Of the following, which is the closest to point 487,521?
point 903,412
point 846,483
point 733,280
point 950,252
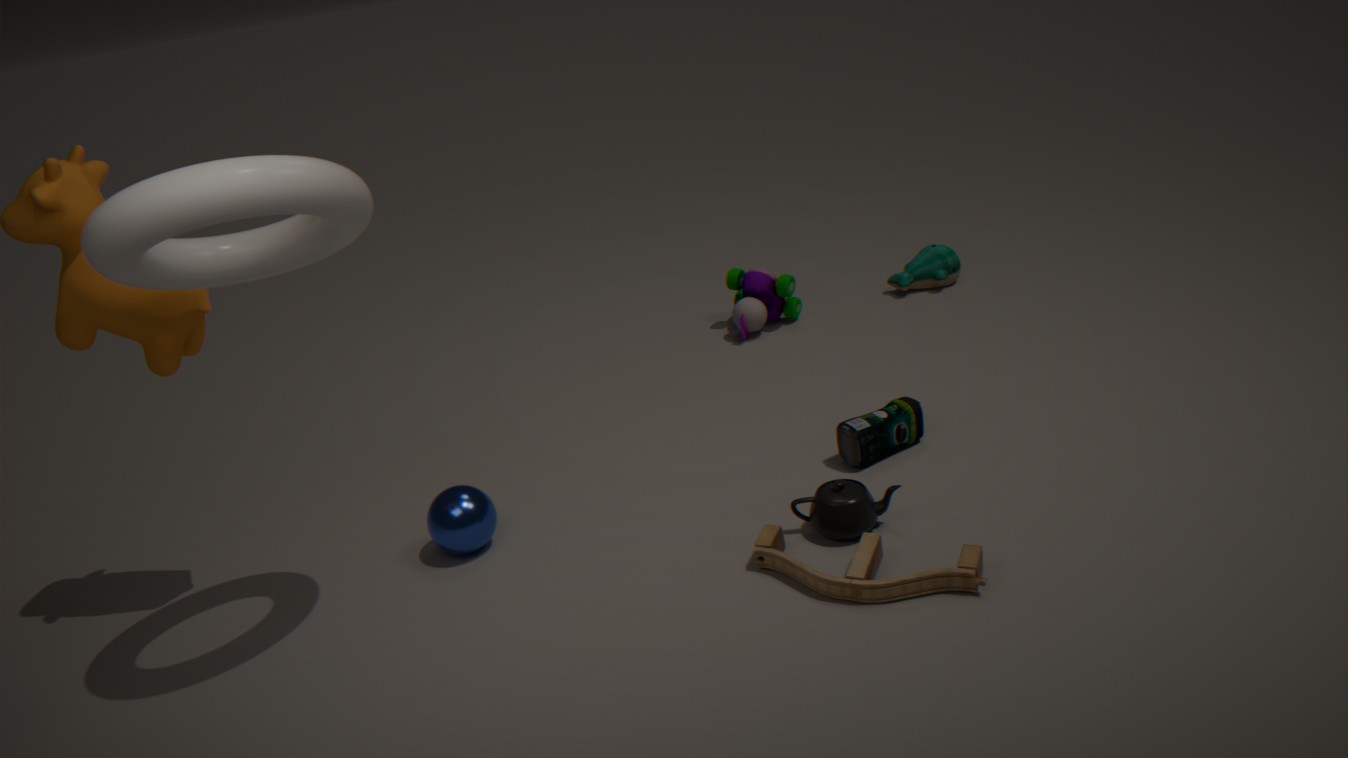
point 846,483
